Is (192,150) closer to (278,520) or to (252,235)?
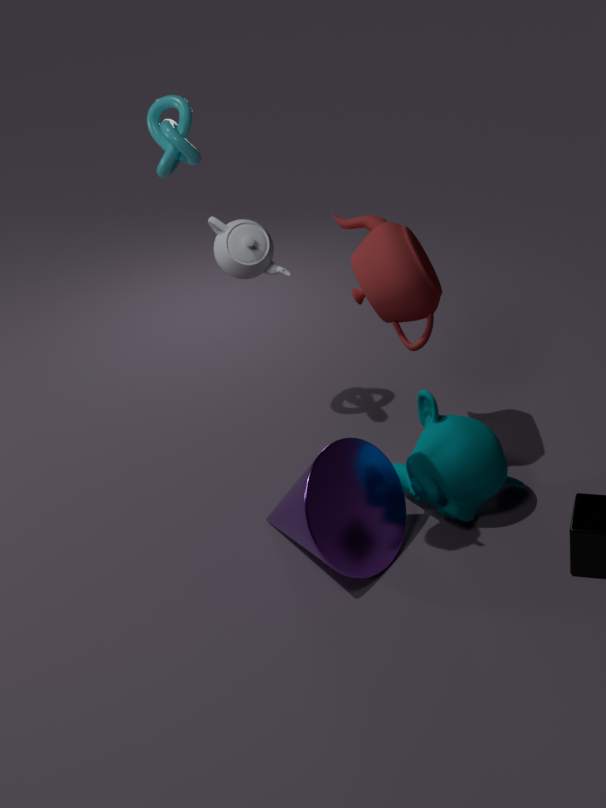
(252,235)
